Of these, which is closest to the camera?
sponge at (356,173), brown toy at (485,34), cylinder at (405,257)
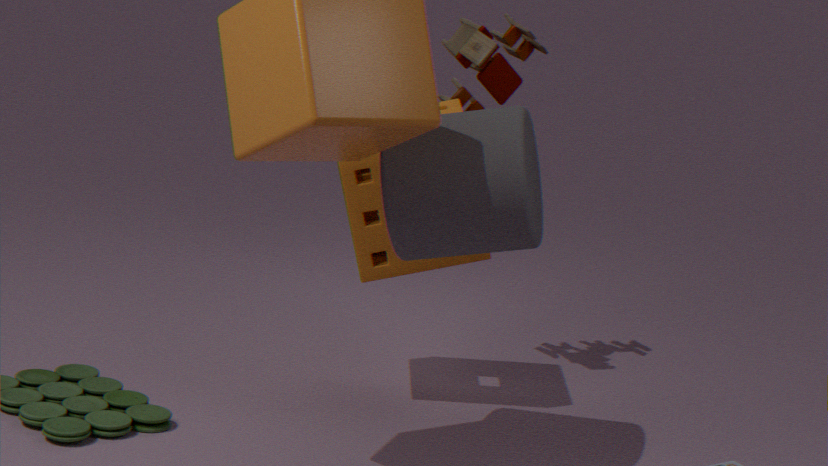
cylinder at (405,257)
